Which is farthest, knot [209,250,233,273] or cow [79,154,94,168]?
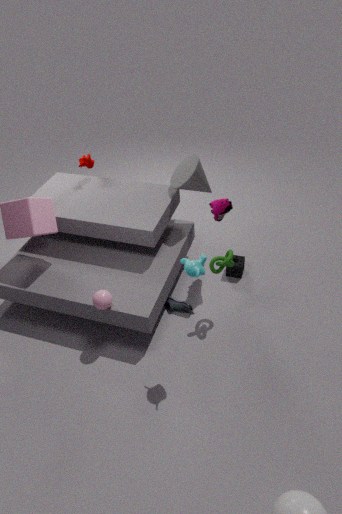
cow [79,154,94,168]
